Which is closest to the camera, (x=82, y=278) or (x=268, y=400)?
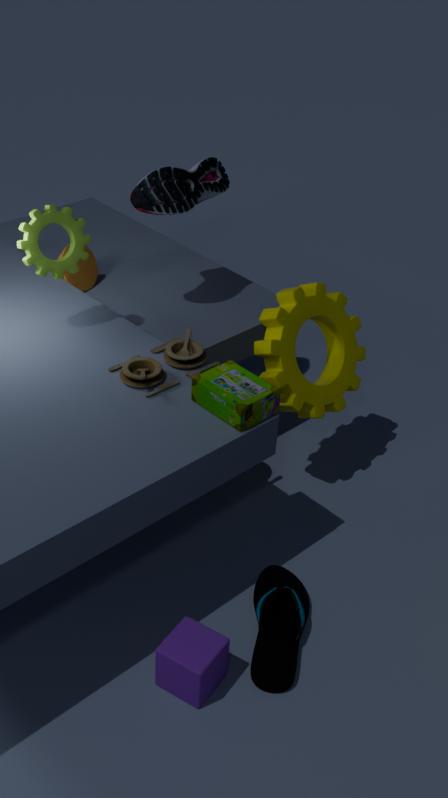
(x=268, y=400)
